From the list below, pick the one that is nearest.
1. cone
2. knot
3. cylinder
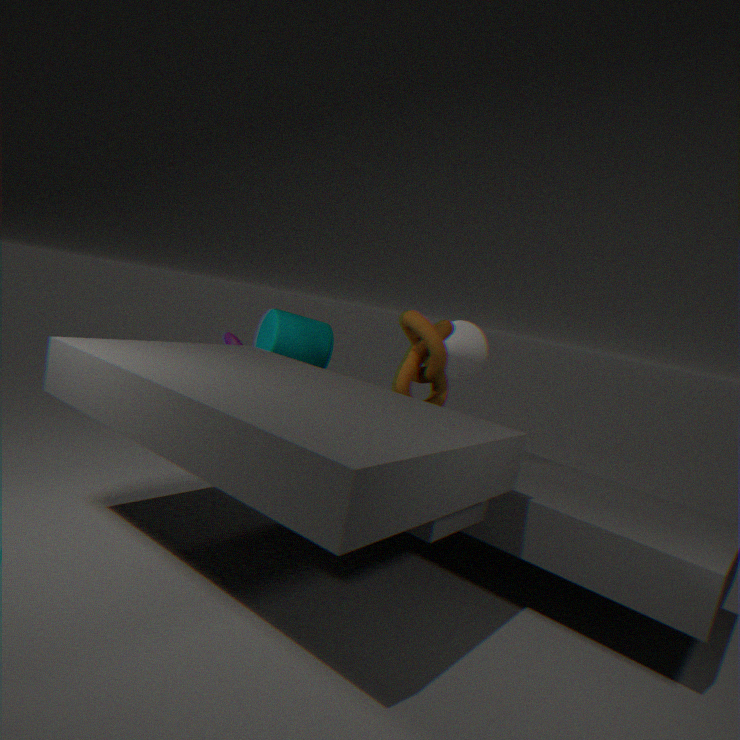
knot
